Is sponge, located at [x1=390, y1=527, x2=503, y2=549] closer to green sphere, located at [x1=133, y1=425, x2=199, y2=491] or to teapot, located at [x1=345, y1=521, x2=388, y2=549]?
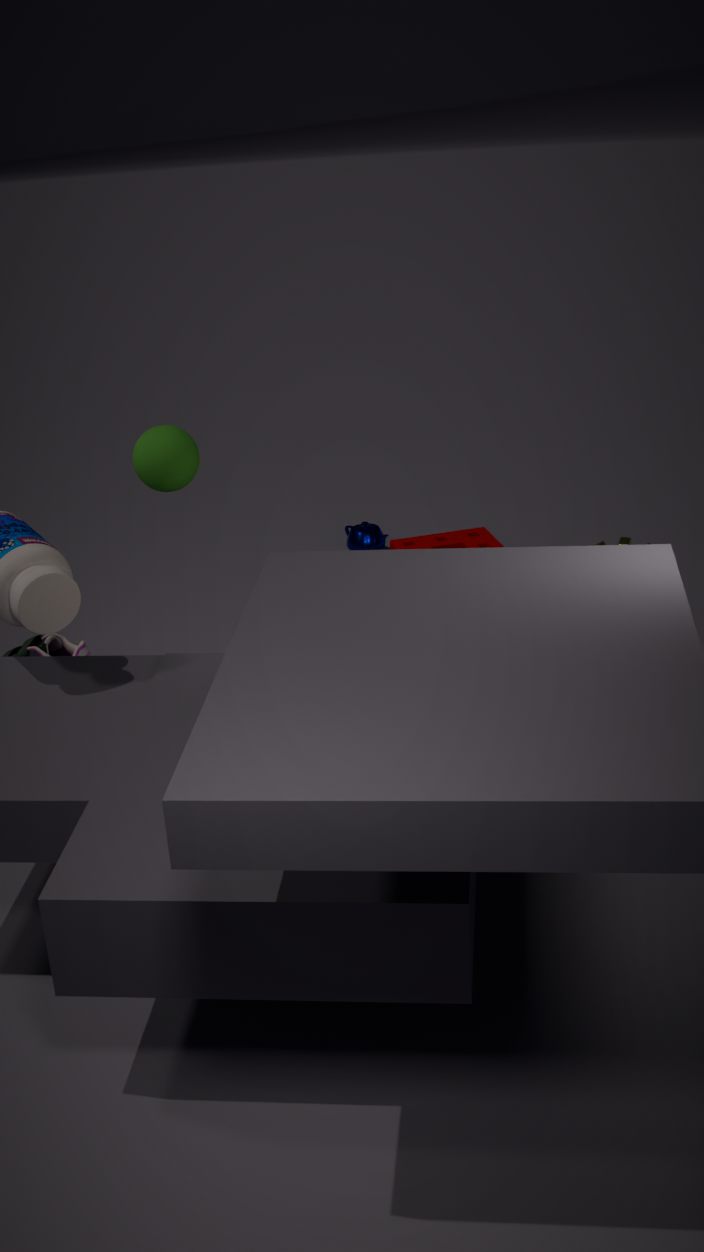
teapot, located at [x1=345, y1=521, x2=388, y2=549]
